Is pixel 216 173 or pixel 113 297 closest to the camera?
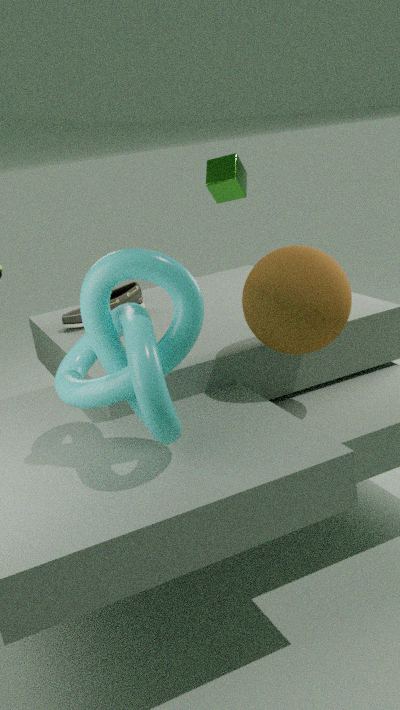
pixel 113 297
